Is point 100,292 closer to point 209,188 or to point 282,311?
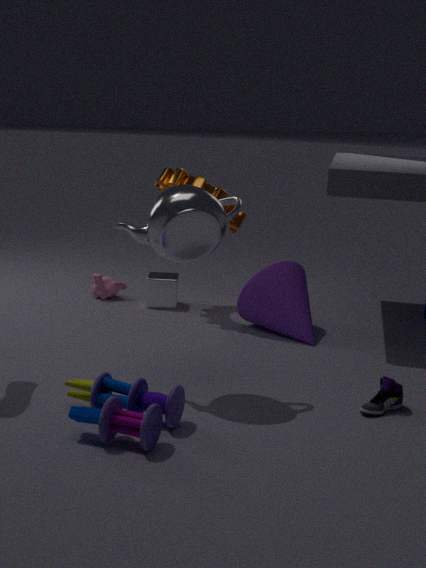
point 209,188
